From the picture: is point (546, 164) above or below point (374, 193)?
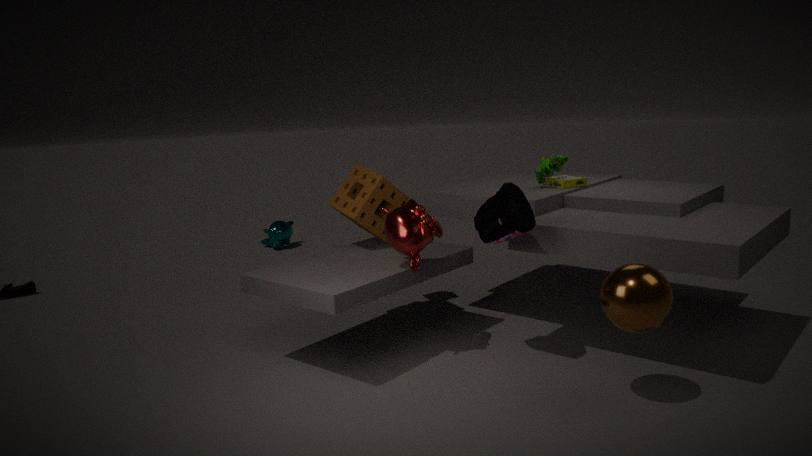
above
